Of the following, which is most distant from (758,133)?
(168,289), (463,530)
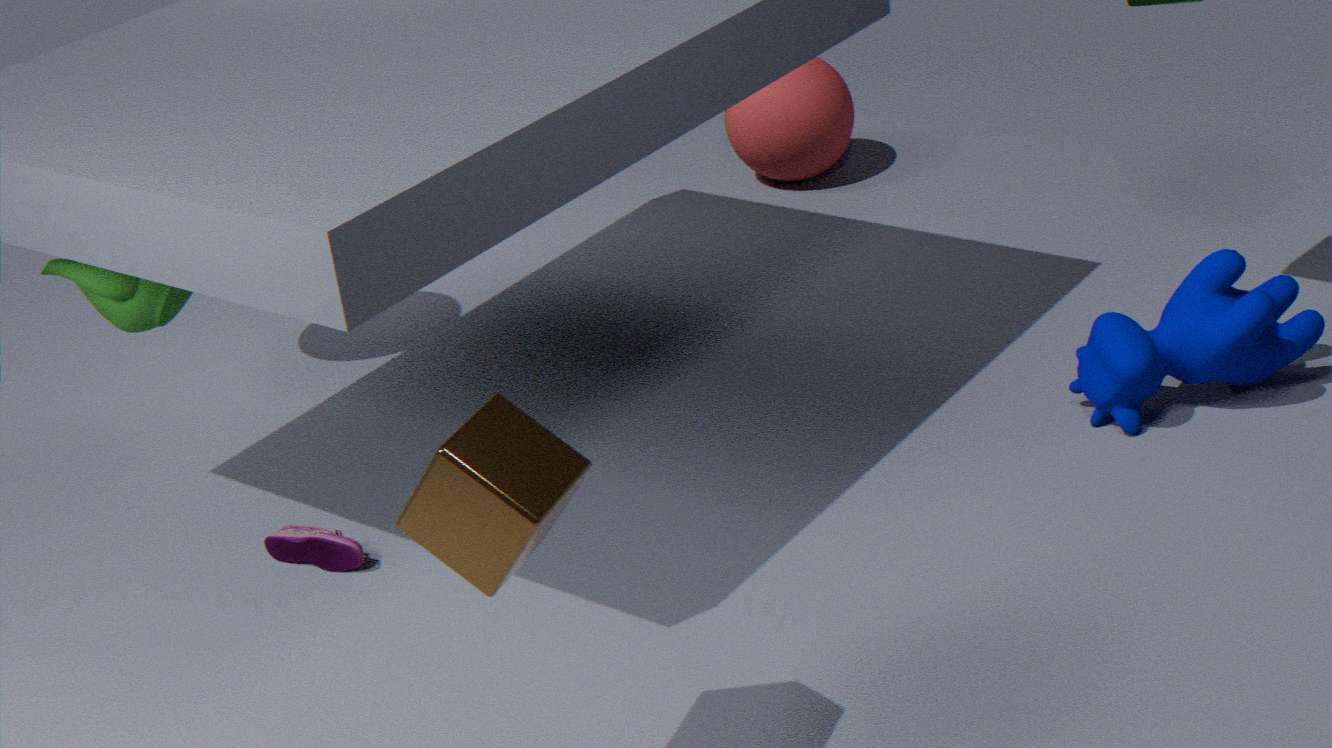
(463,530)
